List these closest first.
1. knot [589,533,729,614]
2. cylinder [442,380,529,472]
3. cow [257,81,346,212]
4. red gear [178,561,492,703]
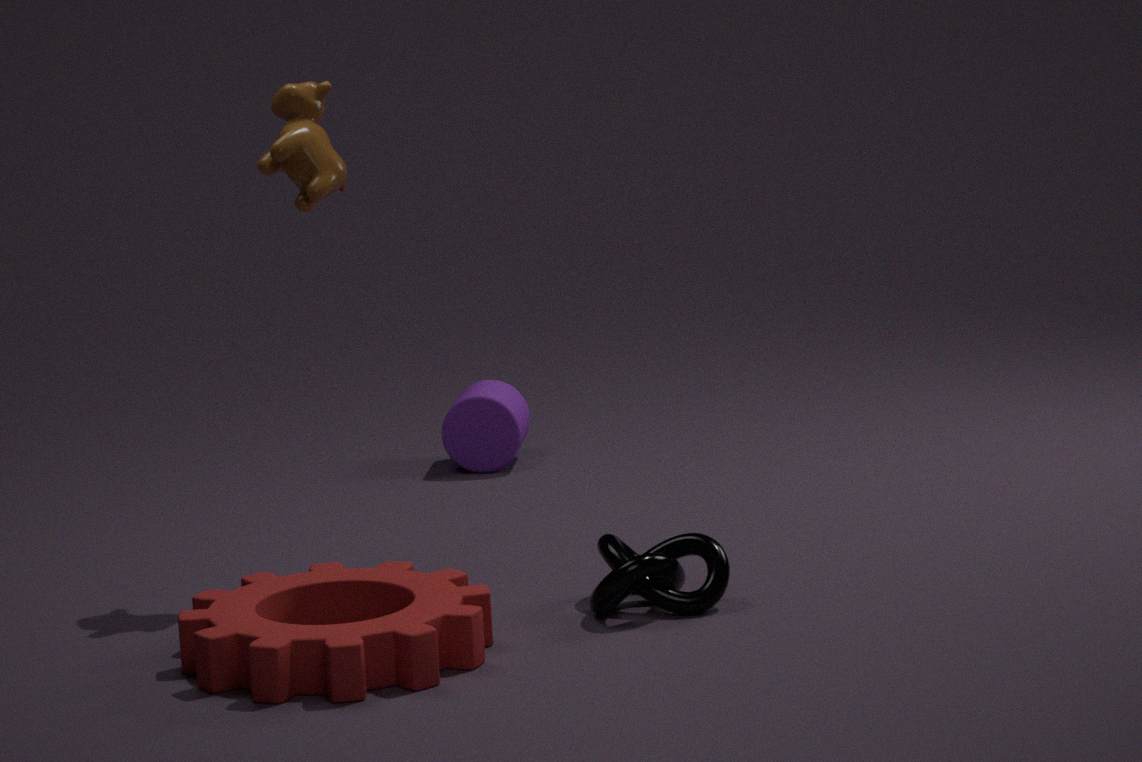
red gear [178,561,492,703]
knot [589,533,729,614]
cow [257,81,346,212]
cylinder [442,380,529,472]
